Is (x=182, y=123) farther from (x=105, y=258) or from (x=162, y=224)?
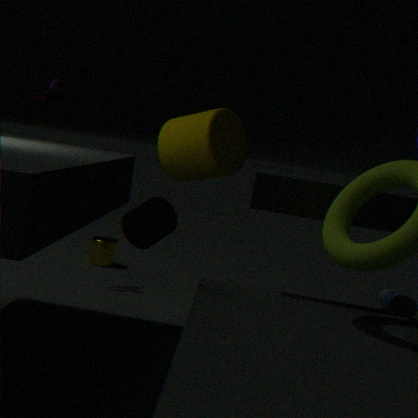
(x=105, y=258)
